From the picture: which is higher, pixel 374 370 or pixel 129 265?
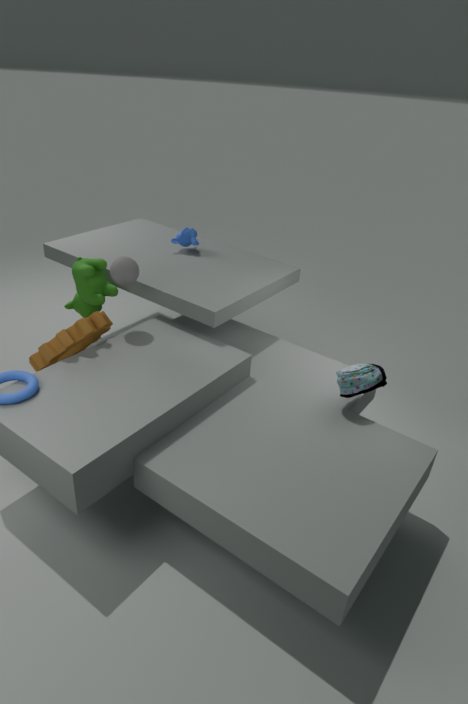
pixel 129 265
